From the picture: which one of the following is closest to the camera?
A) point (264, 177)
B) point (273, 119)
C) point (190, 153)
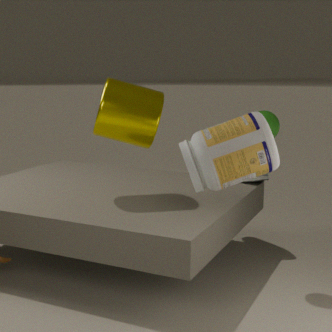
point (190, 153)
